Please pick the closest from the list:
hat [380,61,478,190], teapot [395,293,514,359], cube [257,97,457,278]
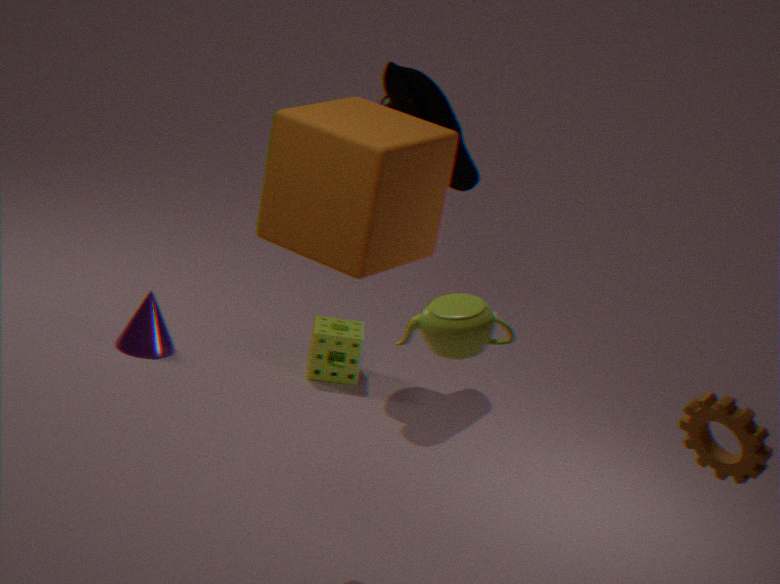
teapot [395,293,514,359]
